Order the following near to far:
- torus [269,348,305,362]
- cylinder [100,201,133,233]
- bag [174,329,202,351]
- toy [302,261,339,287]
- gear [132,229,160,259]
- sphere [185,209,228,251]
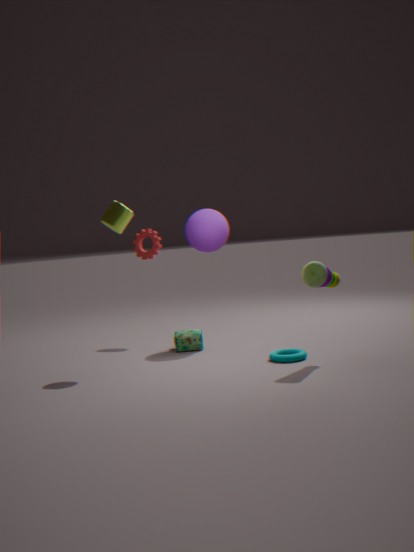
toy [302,261,339,287] < torus [269,348,305,362] < cylinder [100,201,133,233] < bag [174,329,202,351] < sphere [185,209,228,251] < gear [132,229,160,259]
